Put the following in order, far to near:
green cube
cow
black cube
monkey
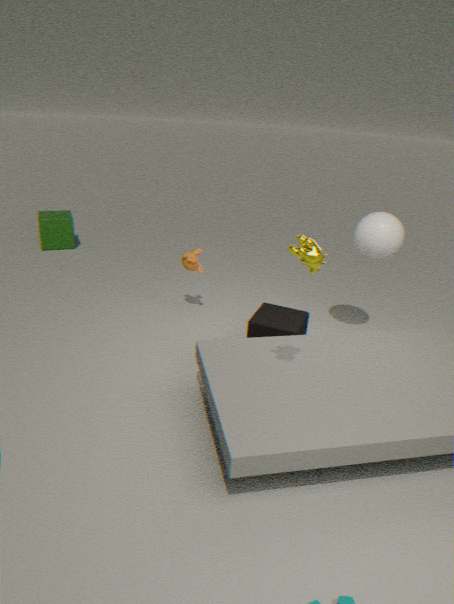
green cube → monkey → black cube → cow
